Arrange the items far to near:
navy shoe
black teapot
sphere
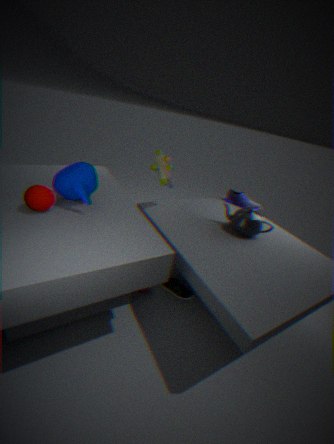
navy shoe < black teapot < sphere
